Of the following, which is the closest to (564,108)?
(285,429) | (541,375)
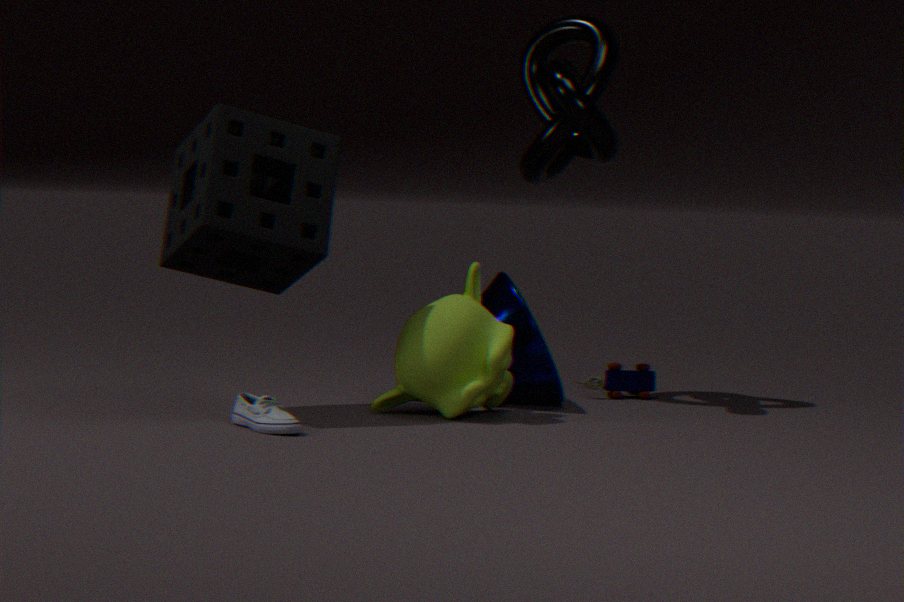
(541,375)
